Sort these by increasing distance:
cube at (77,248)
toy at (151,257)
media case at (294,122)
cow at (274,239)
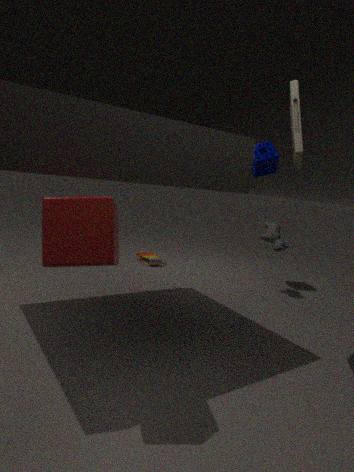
cube at (77,248)
media case at (294,122)
cow at (274,239)
toy at (151,257)
